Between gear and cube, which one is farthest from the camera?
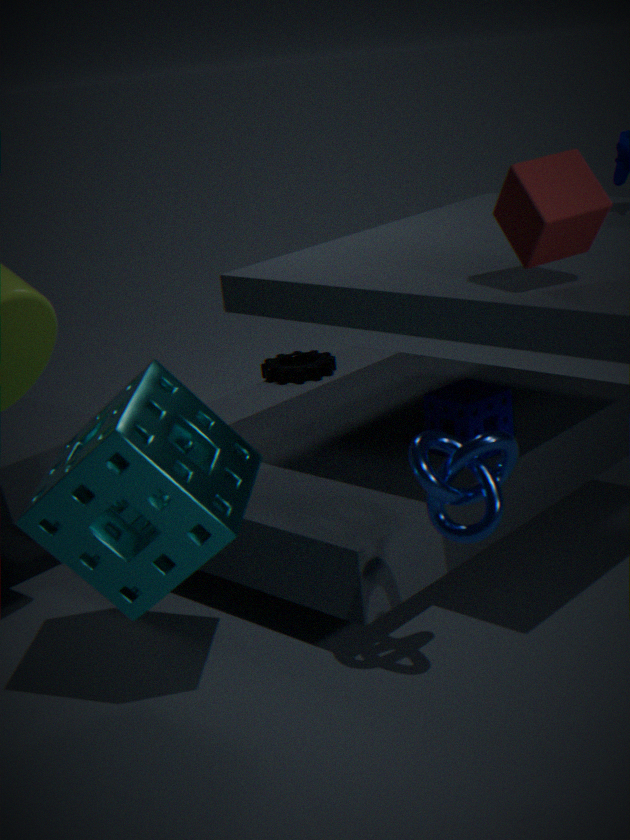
gear
